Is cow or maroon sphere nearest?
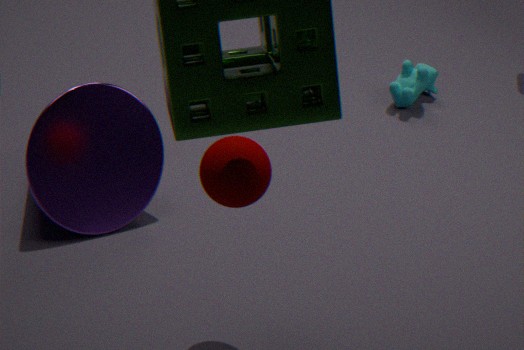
maroon sphere
